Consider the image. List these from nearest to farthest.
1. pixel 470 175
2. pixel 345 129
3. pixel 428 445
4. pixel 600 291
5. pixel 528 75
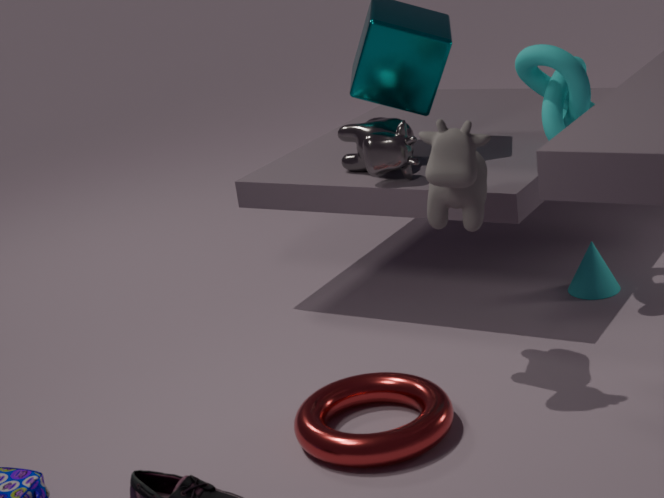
pixel 428 445 < pixel 470 175 < pixel 528 75 < pixel 600 291 < pixel 345 129
